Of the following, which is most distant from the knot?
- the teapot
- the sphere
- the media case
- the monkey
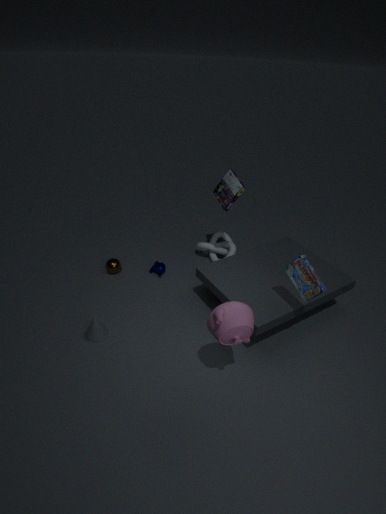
the teapot
